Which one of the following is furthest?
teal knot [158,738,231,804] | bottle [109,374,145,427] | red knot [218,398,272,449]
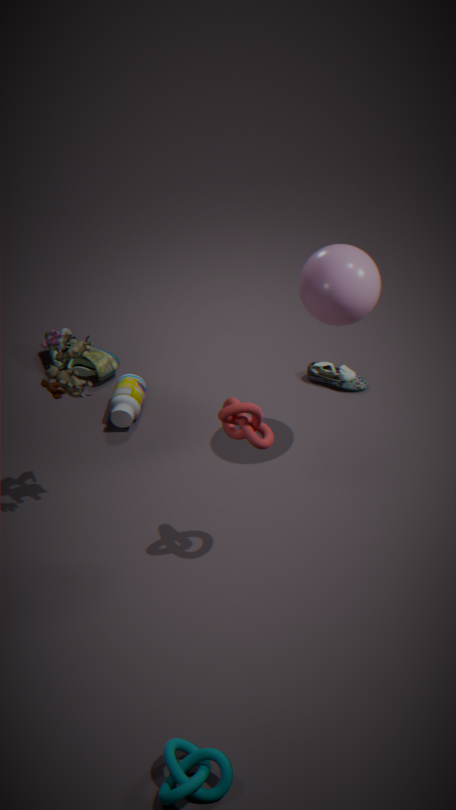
bottle [109,374,145,427]
